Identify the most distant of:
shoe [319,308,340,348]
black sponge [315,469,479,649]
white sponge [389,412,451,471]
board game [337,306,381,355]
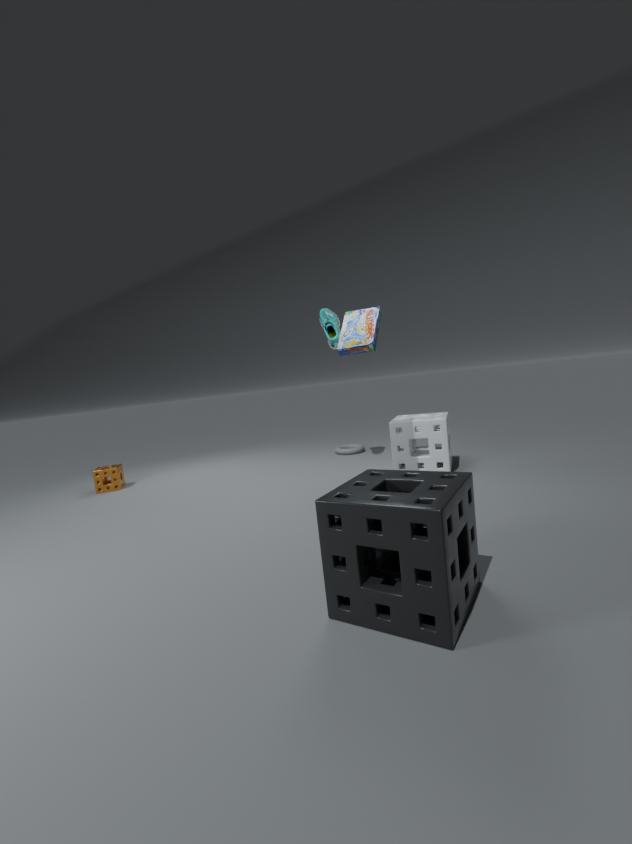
shoe [319,308,340,348]
